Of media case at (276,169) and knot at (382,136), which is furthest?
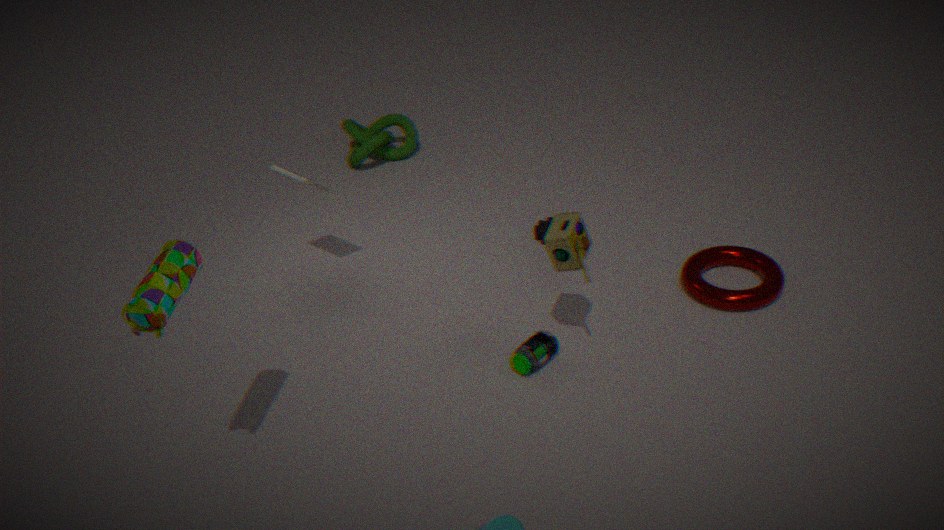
knot at (382,136)
